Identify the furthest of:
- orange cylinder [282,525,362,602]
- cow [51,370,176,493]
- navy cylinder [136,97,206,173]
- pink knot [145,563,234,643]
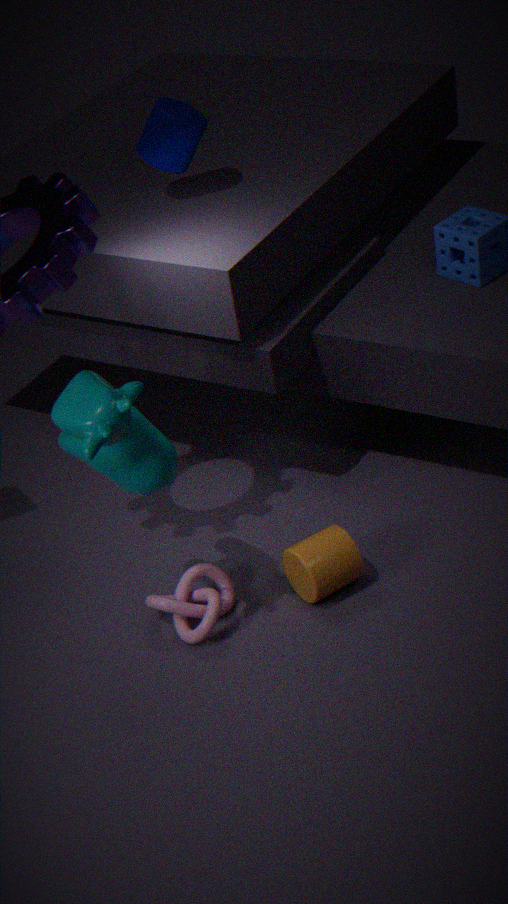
navy cylinder [136,97,206,173]
